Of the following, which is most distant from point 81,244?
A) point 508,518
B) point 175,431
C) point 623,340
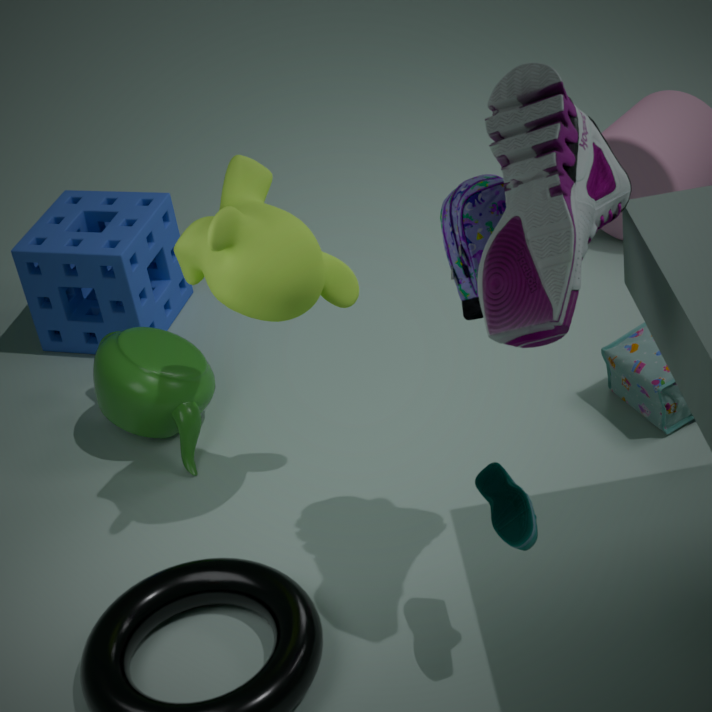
point 508,518
